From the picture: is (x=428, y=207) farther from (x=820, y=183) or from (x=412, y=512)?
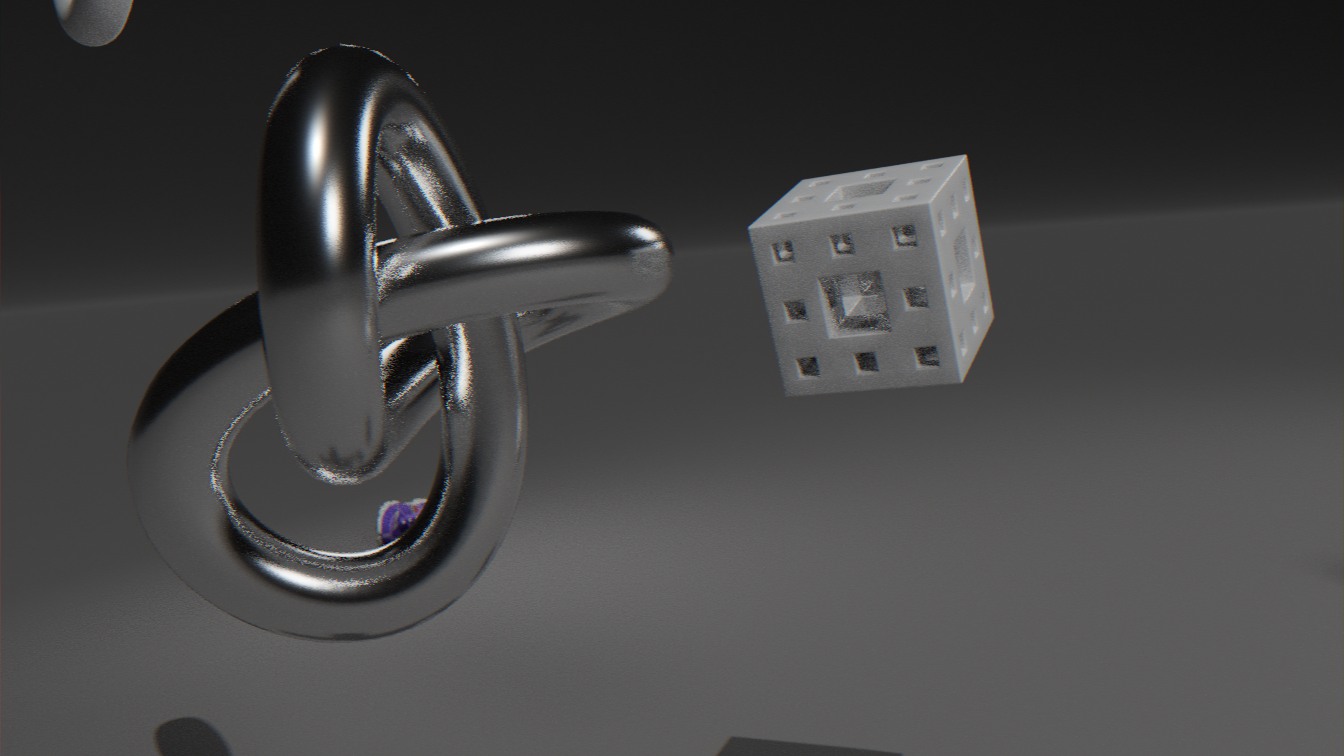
(x=412, y=512)
